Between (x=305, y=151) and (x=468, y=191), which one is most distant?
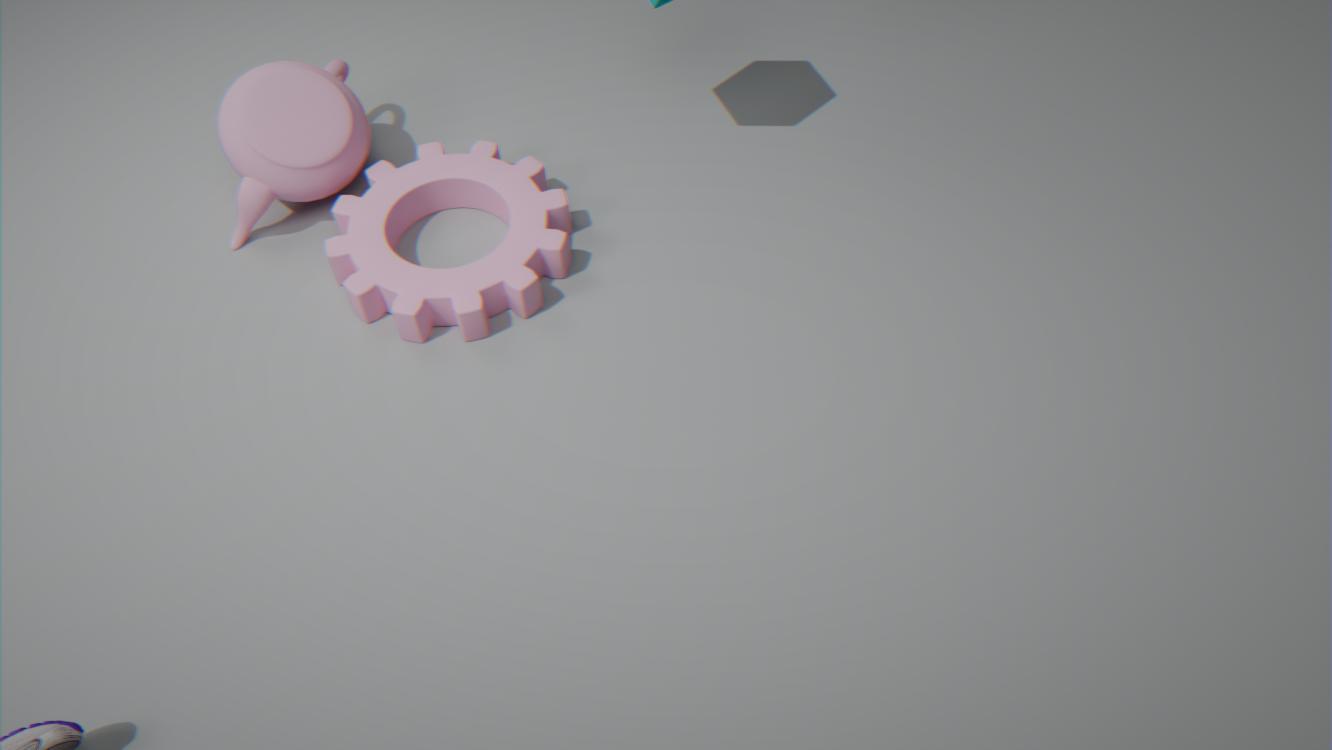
(x=468, y=191)
